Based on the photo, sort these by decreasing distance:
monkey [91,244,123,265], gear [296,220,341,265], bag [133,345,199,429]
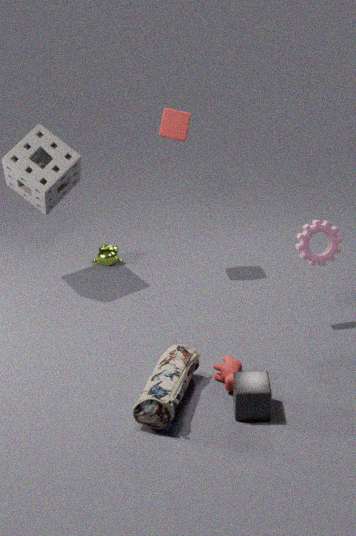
monkey [91,244,123,265] < gear [296,220,341,265] < bag [133,345,199,429]
